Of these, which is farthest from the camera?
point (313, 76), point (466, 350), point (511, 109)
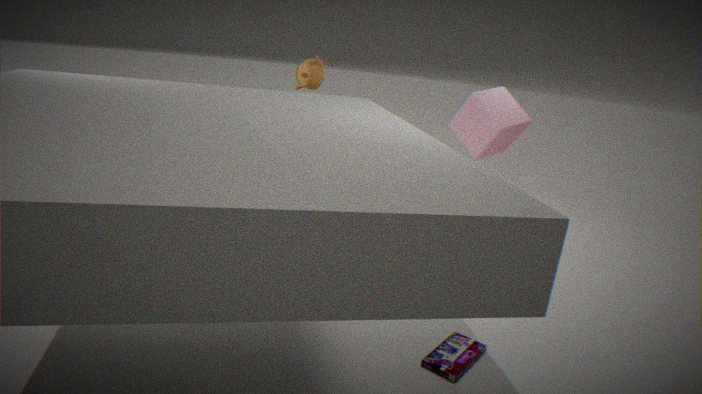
point (511, 109)
